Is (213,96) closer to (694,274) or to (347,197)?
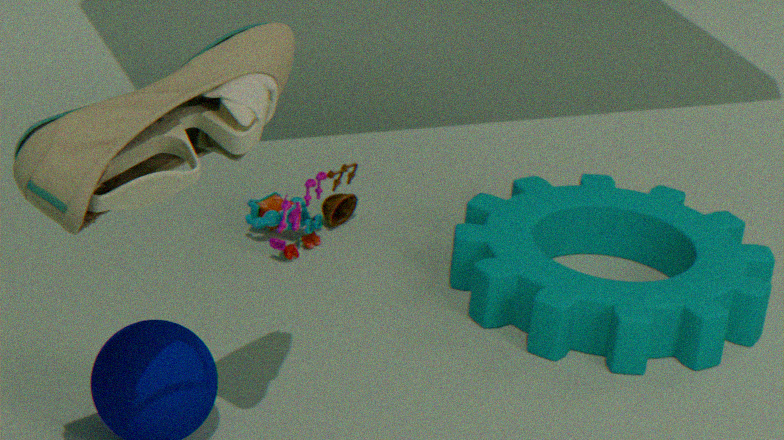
(347,197)
